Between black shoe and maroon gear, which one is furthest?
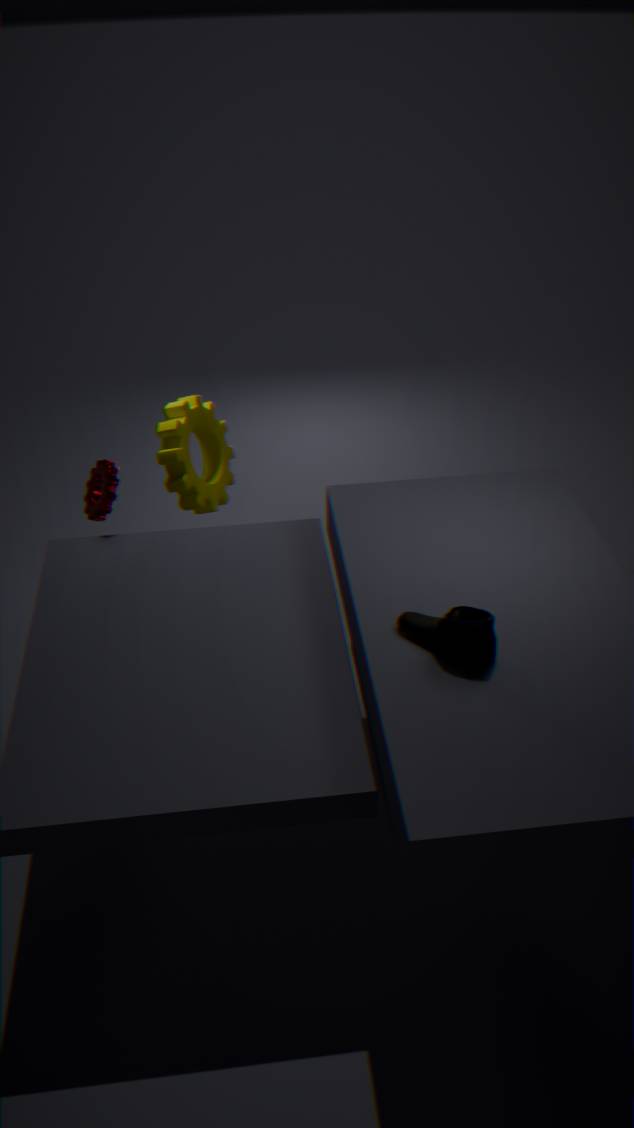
maroon gear
